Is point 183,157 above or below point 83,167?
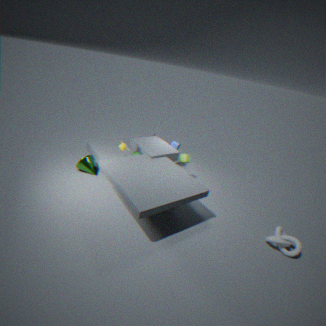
above
